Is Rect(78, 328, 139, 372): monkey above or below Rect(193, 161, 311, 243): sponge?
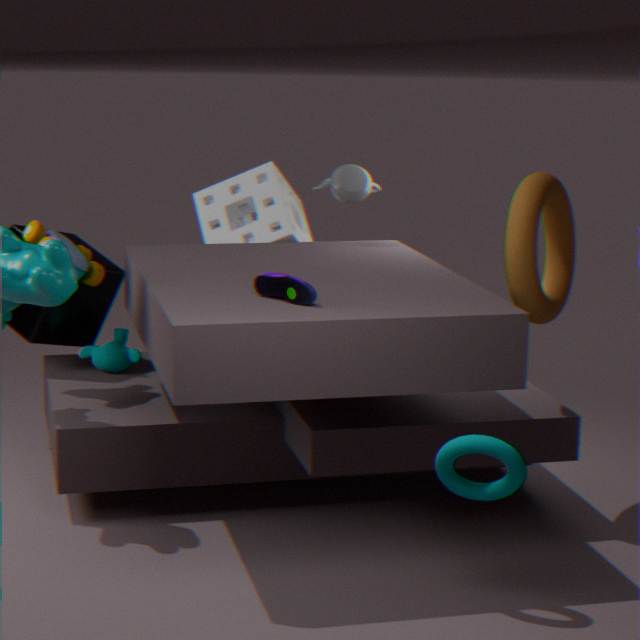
below
